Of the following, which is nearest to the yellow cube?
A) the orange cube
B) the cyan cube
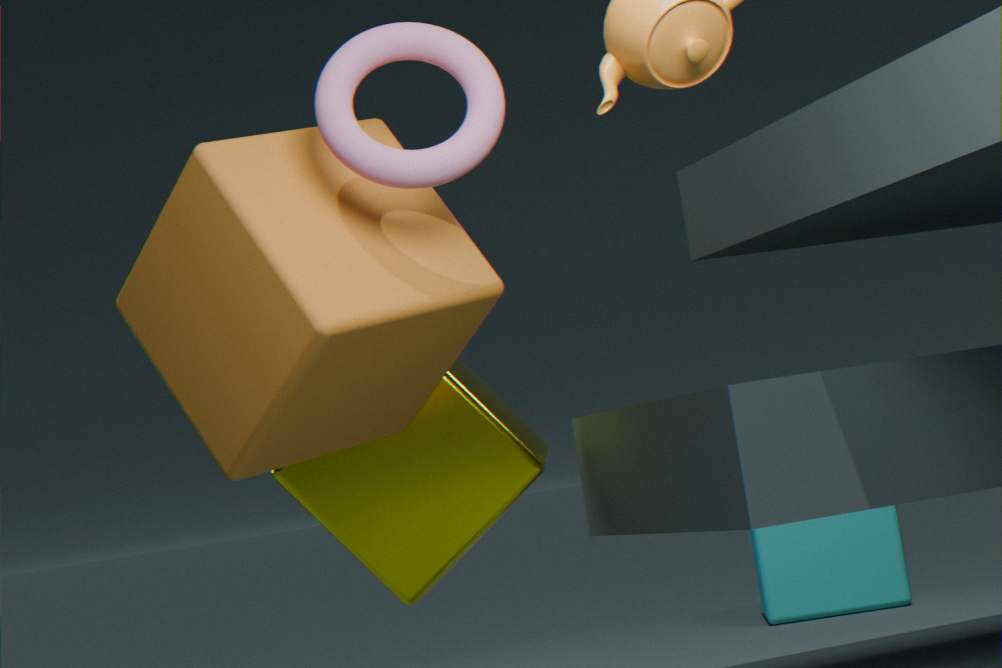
the orange cube
